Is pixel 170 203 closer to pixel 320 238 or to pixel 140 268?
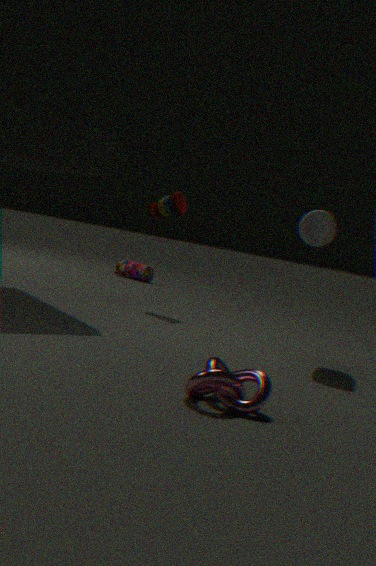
pixel 320 238
